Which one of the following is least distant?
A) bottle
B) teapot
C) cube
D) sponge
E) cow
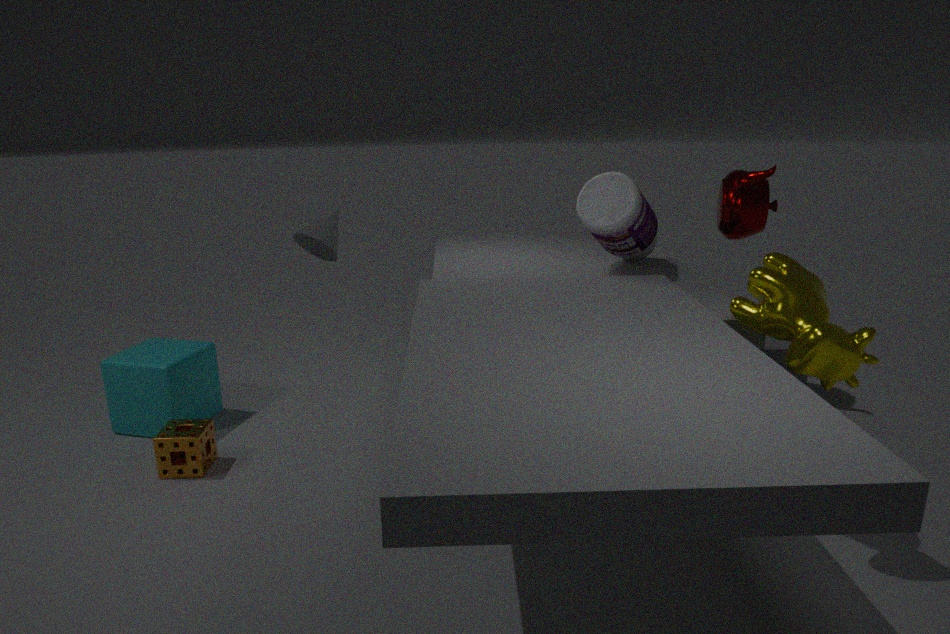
cow
